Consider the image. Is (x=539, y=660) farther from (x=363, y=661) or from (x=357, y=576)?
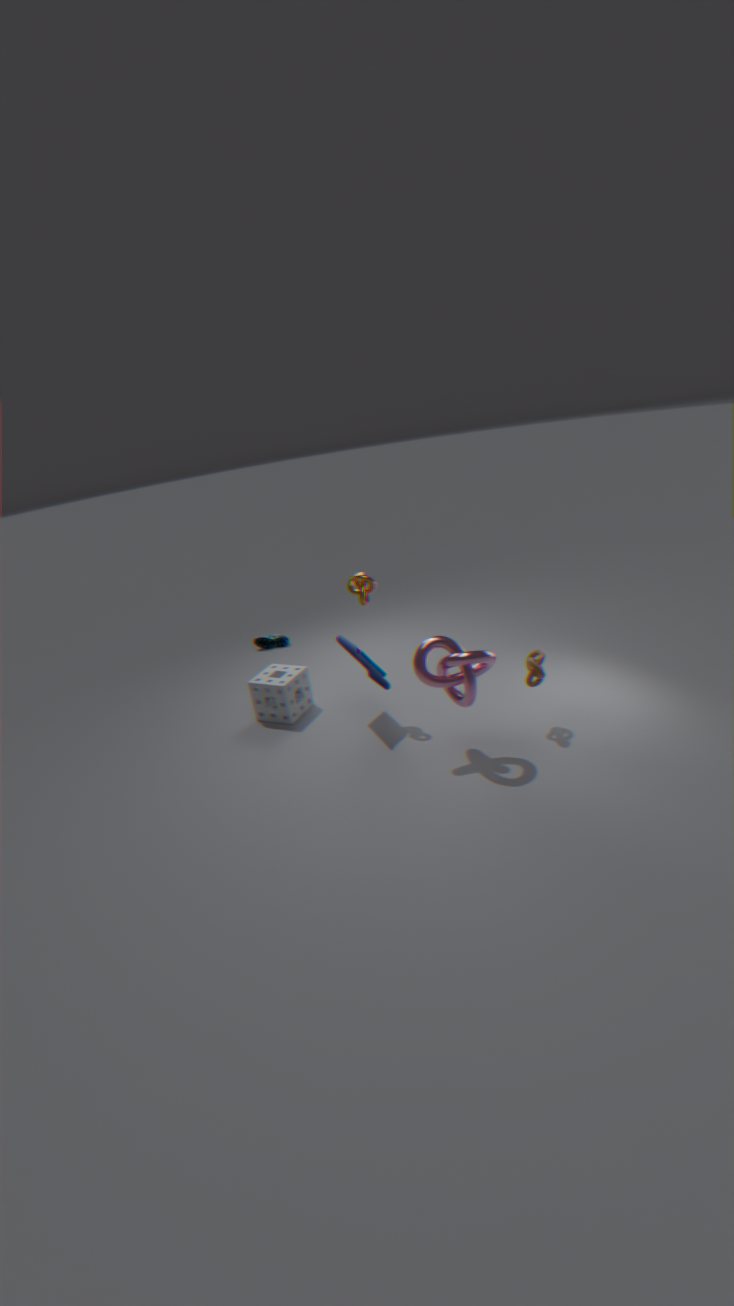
(x=357, y=576)
